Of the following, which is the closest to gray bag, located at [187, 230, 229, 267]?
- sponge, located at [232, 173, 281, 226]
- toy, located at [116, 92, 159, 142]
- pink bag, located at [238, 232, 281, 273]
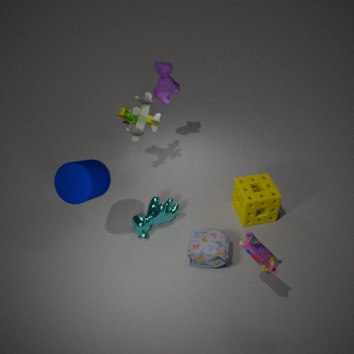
sponge, located at [232, 173, 281, 226]
